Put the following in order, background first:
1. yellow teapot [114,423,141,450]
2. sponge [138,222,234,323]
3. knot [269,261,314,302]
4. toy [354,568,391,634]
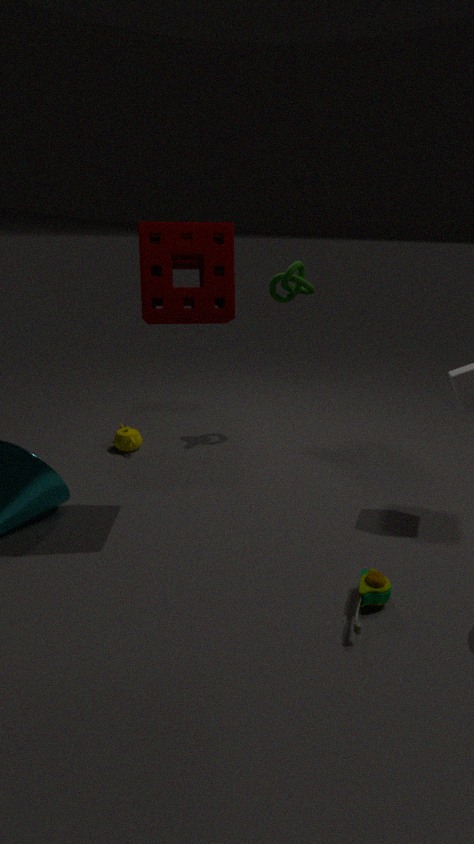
yellow teapot [114,423,141,450] < knot [269,261,314,302] < sponge [138,222,234,323] < toy [354,568,391,634]
